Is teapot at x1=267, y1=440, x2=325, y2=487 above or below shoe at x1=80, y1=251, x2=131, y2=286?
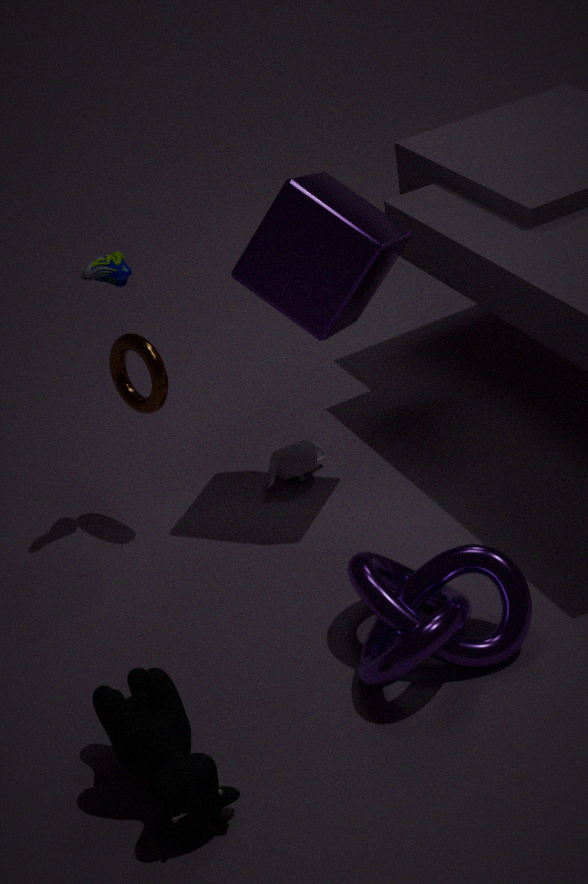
below
